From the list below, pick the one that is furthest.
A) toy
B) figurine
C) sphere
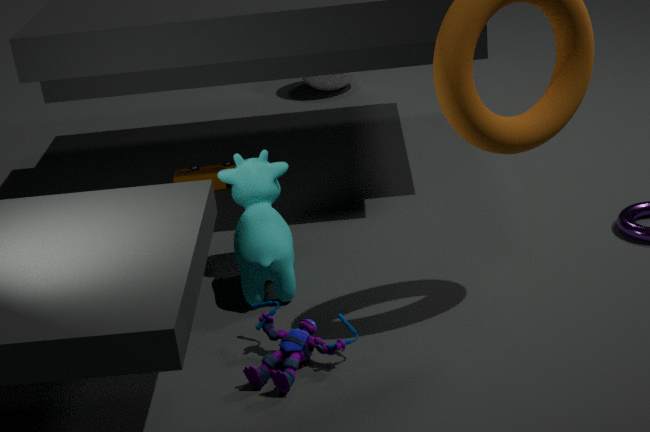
sphere
